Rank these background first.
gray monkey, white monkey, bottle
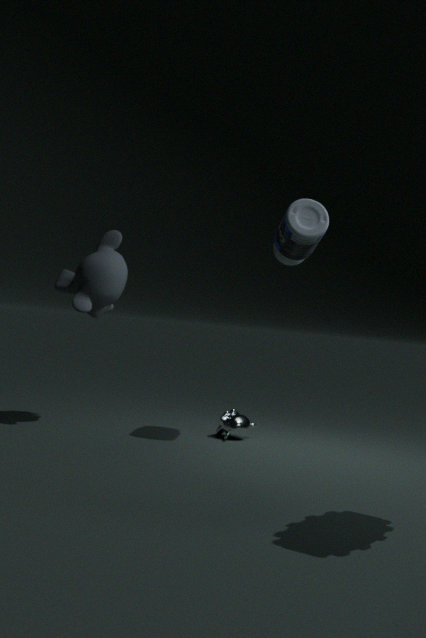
white monkey
gray monkey
bottle
